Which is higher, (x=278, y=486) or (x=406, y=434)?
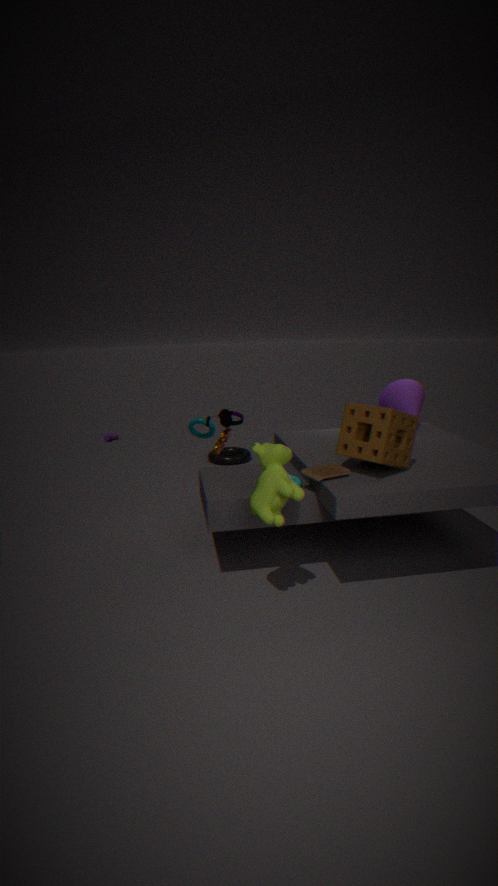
(x=406, y=434)
